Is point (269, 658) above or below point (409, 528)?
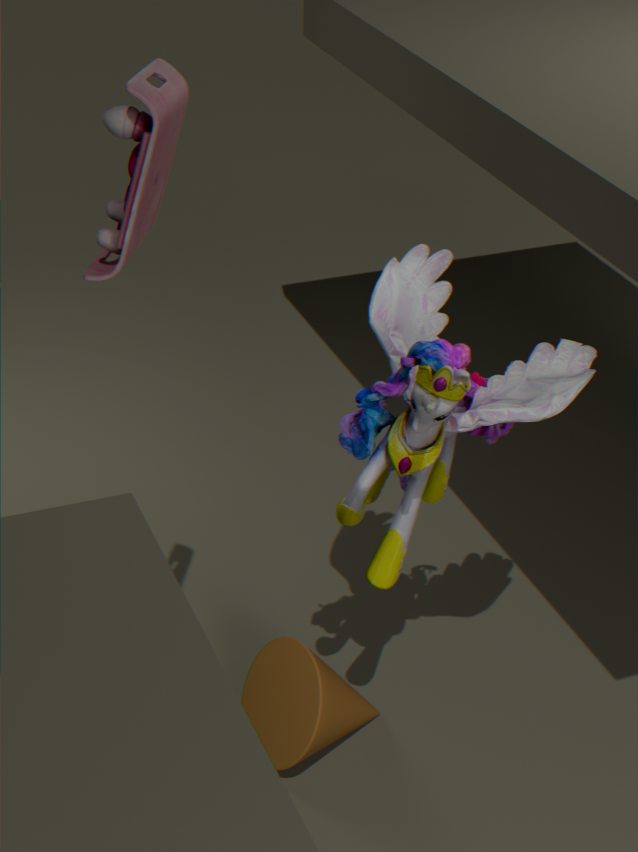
below
